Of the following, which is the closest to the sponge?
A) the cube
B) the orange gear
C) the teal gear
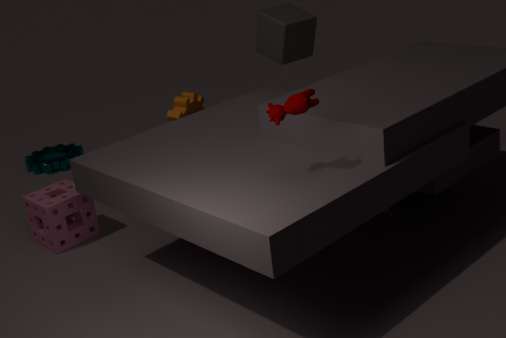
the orange gear
